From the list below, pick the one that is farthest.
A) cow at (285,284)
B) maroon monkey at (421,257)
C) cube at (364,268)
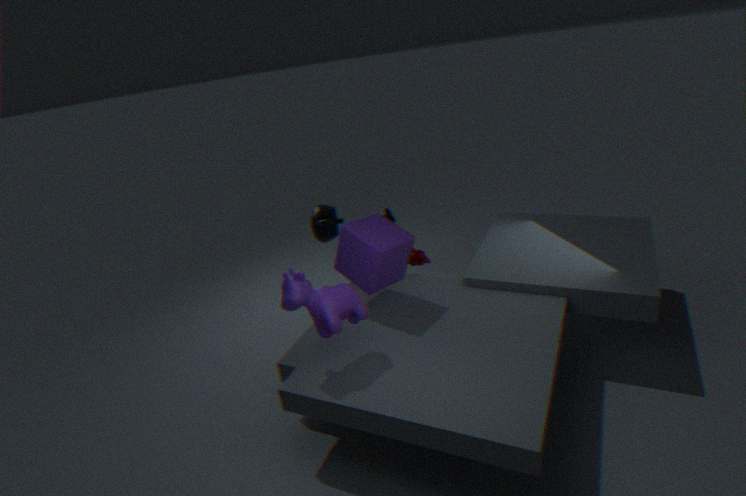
maroon monkey at (421,257)
